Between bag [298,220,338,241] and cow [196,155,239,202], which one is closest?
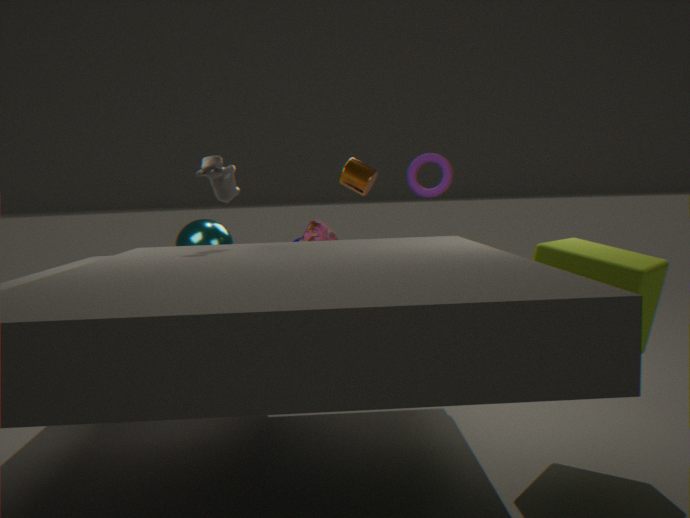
cow [196,155,239,202]
